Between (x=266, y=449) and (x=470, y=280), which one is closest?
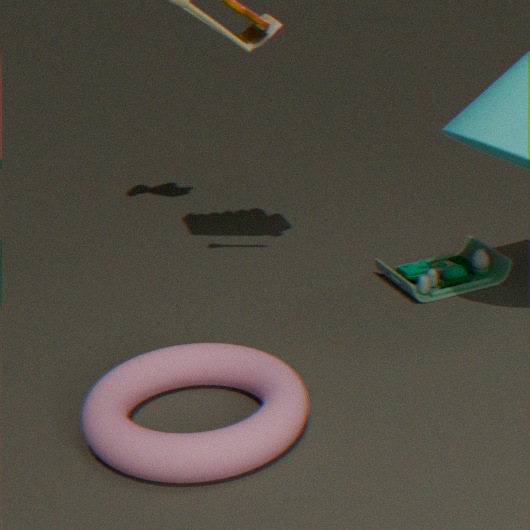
(x=266, y=449)
